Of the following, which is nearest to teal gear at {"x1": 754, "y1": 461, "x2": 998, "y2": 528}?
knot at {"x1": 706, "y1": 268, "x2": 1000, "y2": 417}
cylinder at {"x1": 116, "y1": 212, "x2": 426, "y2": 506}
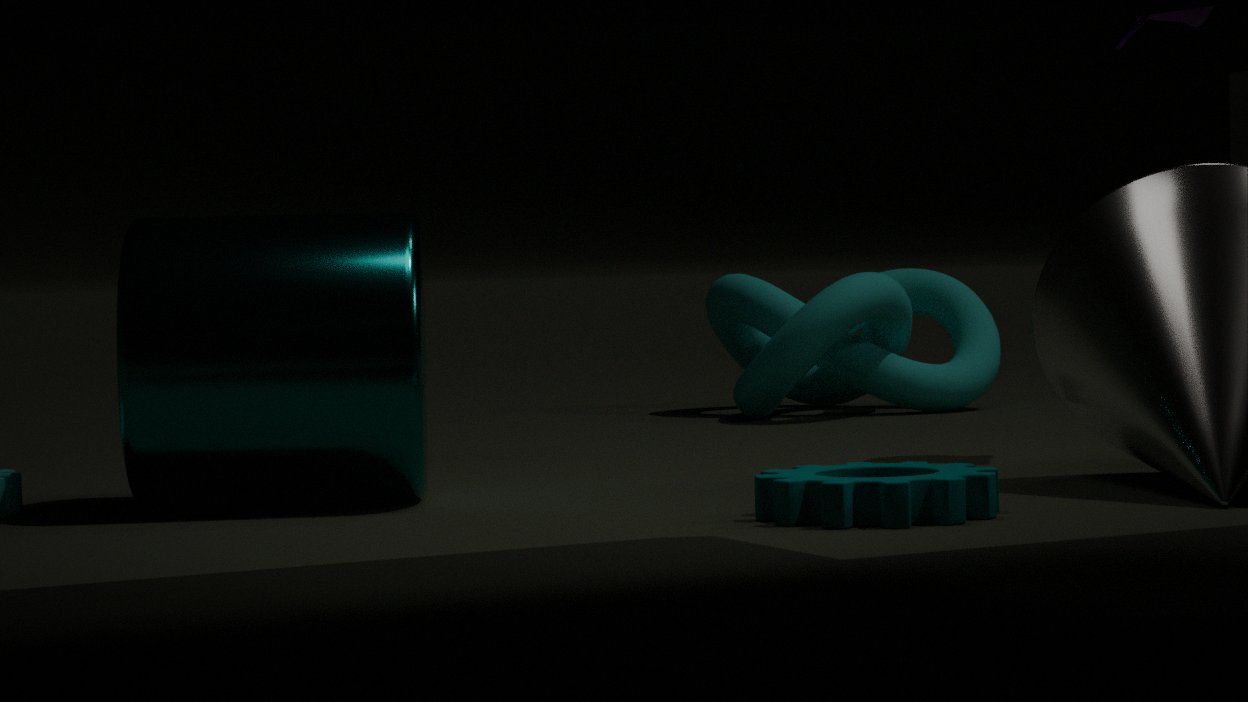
cylinder at {"x1": 116, "y1": 212, "x2": 426, "y2": 506}
